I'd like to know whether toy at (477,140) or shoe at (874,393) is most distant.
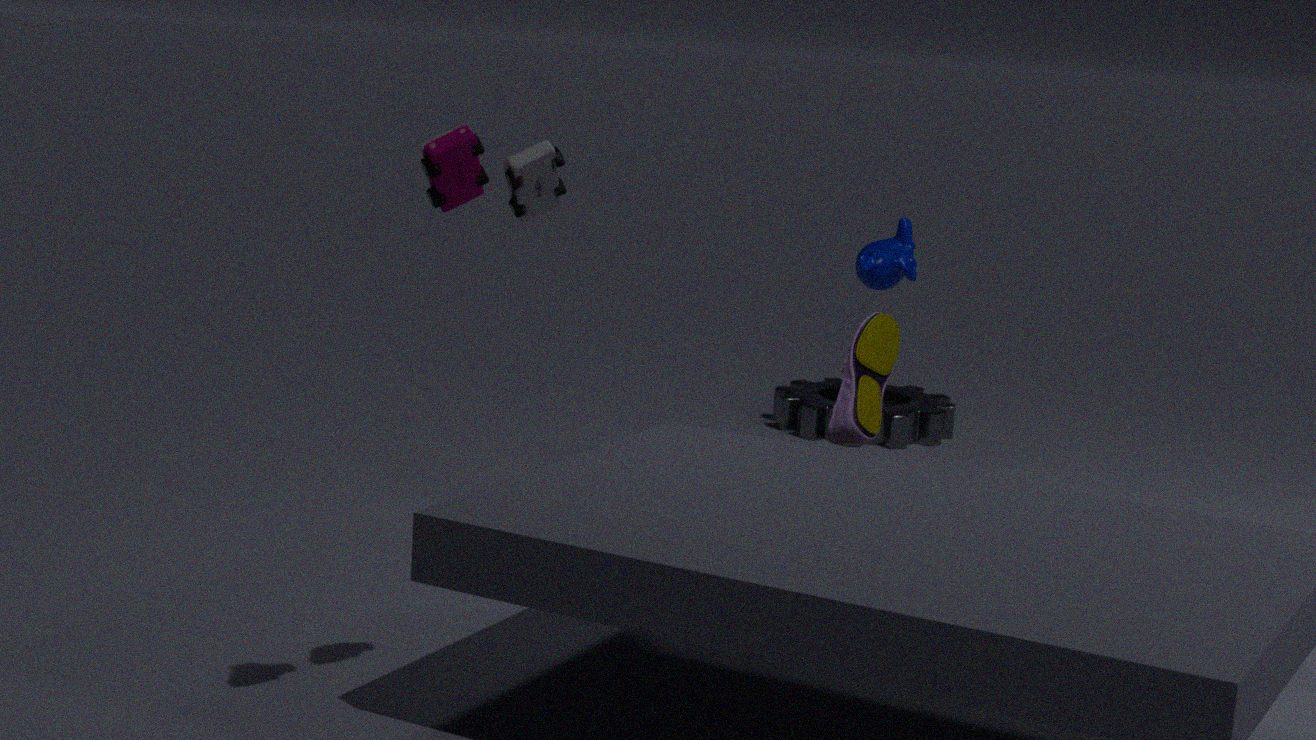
shoe at (874,393)
